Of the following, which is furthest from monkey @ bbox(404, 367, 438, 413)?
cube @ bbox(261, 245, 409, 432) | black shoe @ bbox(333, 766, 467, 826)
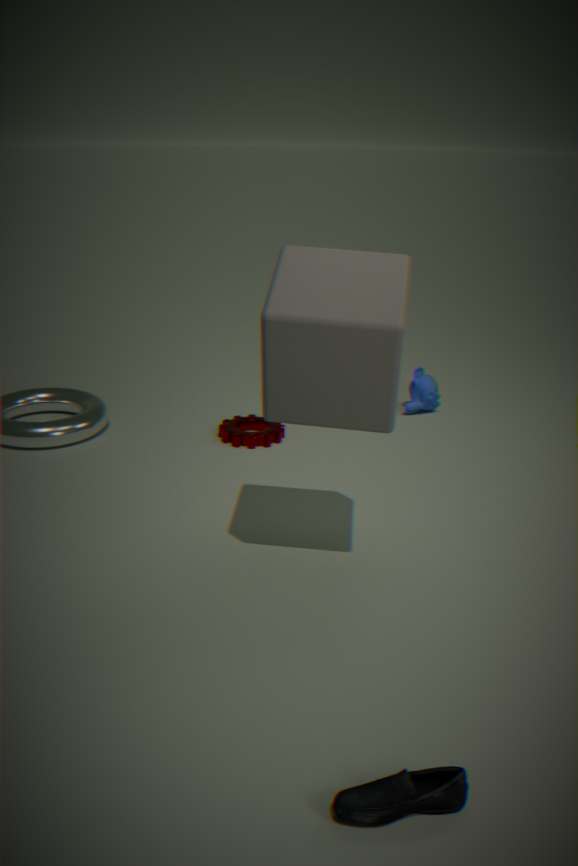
black shoe @ bbox(333, 766, 467, 826)
